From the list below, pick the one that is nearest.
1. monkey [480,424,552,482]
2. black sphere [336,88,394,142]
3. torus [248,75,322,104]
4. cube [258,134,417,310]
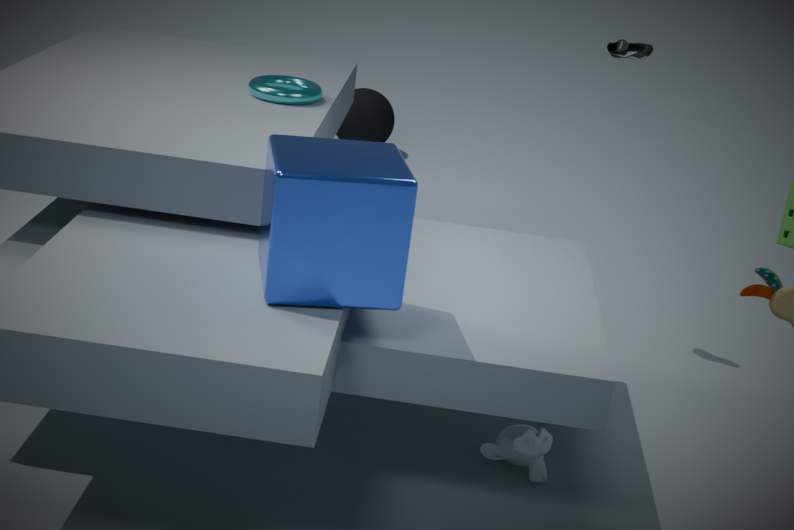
cube [258,134,417,310]
